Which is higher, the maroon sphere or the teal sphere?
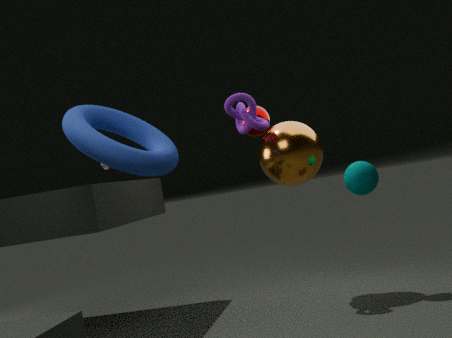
the maroon sphere
